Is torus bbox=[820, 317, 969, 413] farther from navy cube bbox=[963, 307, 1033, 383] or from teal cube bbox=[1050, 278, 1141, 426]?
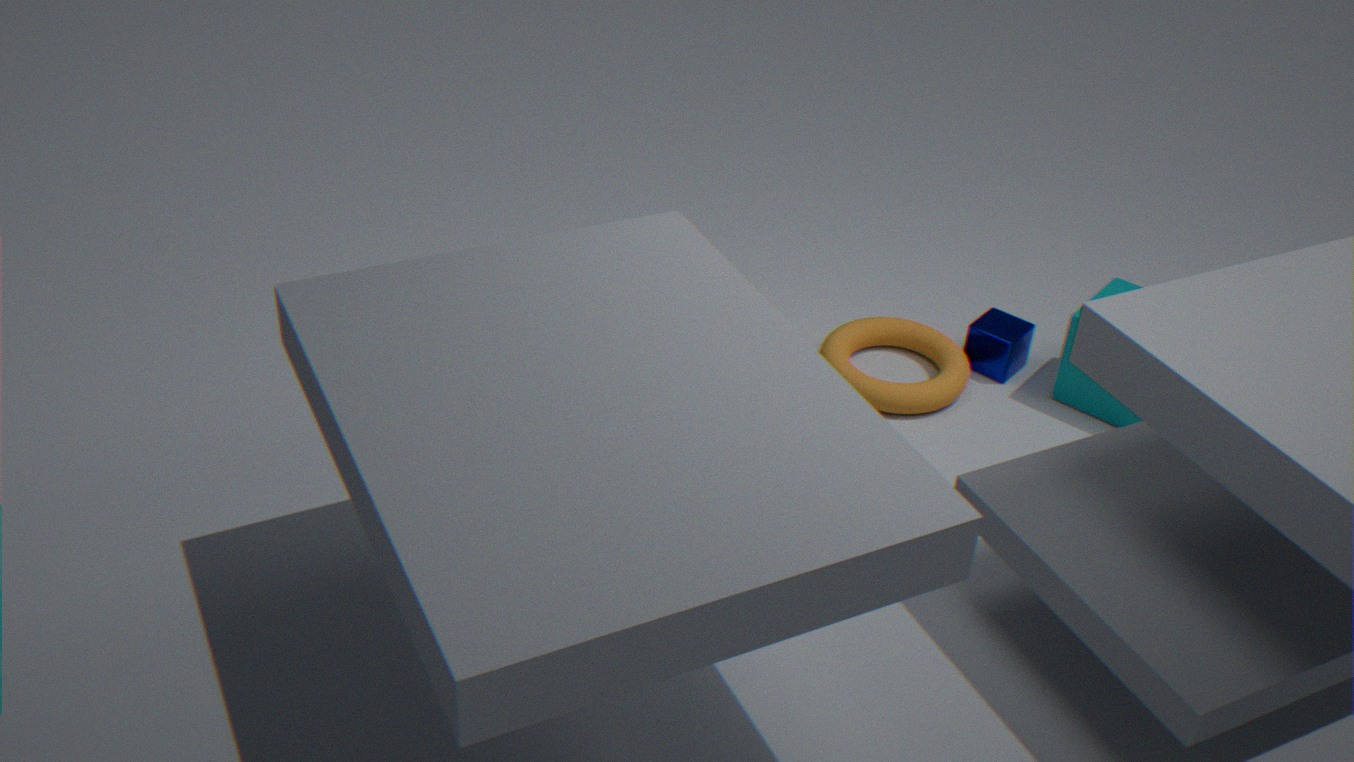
teal cube bbox=[1050, 278, 1141, 426]
